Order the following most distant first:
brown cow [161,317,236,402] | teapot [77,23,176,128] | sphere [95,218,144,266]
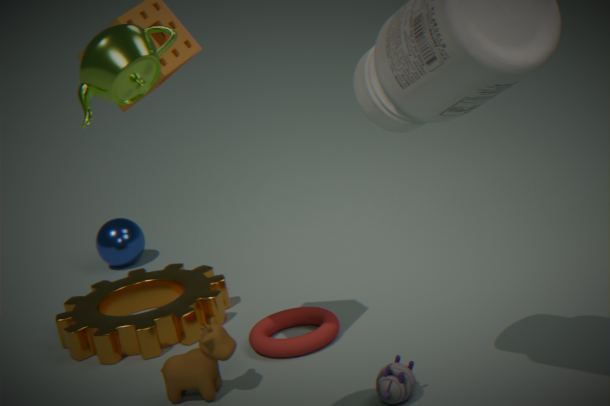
sphere [95,218,144,266] → brown cow [161,317,236,402] → teapot [77,23,176,128]
